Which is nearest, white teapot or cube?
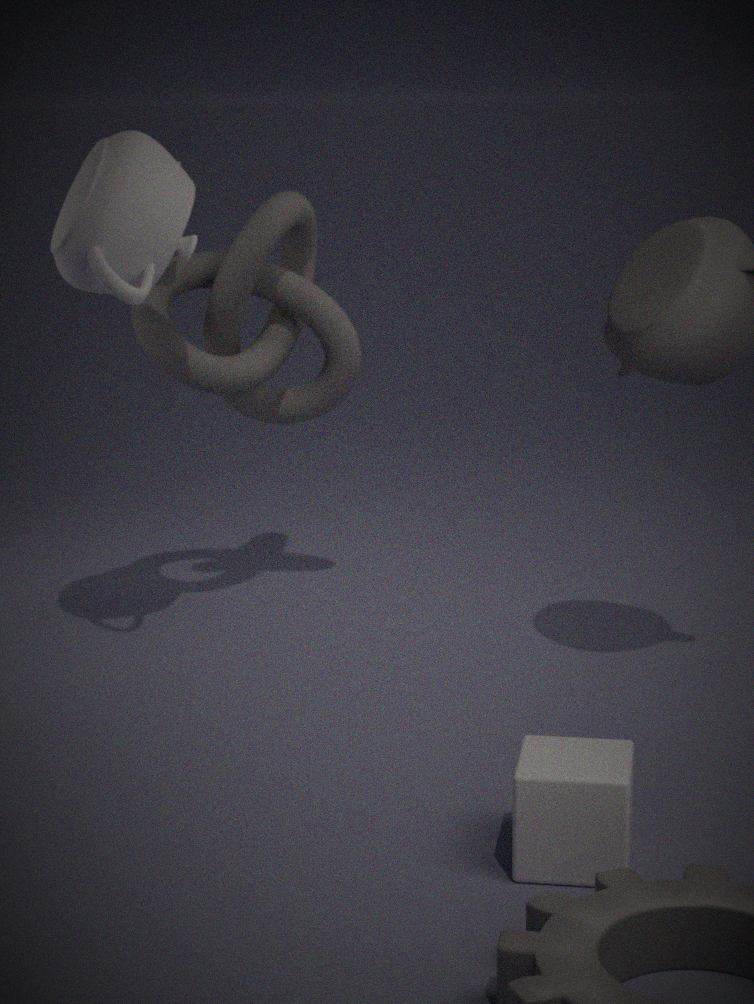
cube
